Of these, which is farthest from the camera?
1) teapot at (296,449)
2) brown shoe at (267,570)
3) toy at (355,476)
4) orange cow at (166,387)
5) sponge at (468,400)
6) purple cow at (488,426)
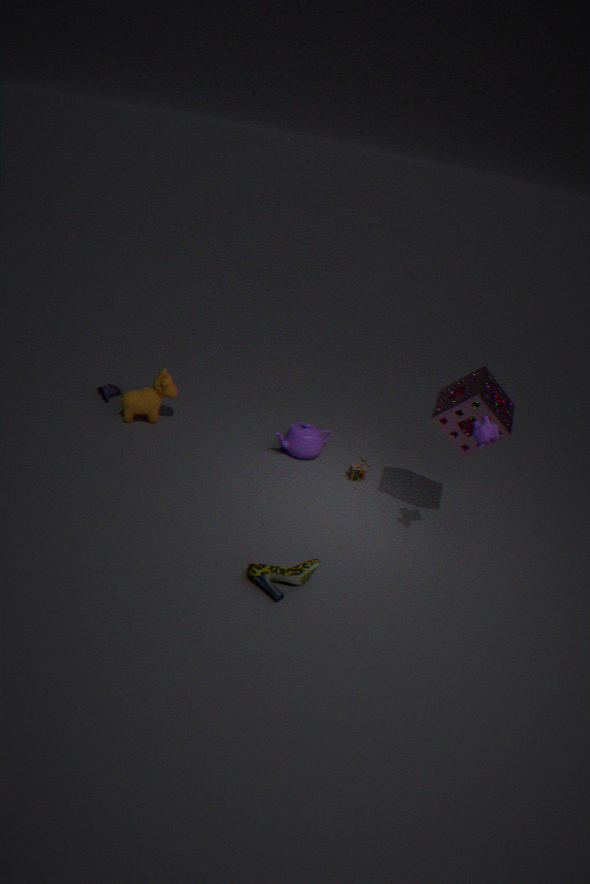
4. orange cow at (166,387)
